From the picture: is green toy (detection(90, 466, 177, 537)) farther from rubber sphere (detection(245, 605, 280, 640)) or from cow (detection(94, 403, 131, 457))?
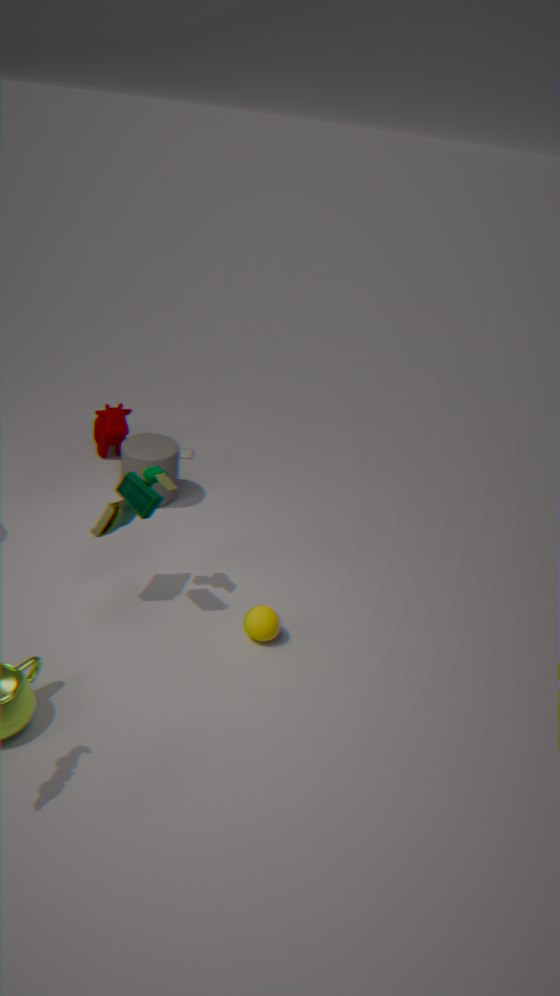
cow (detection(94, 403, 131, 457))
